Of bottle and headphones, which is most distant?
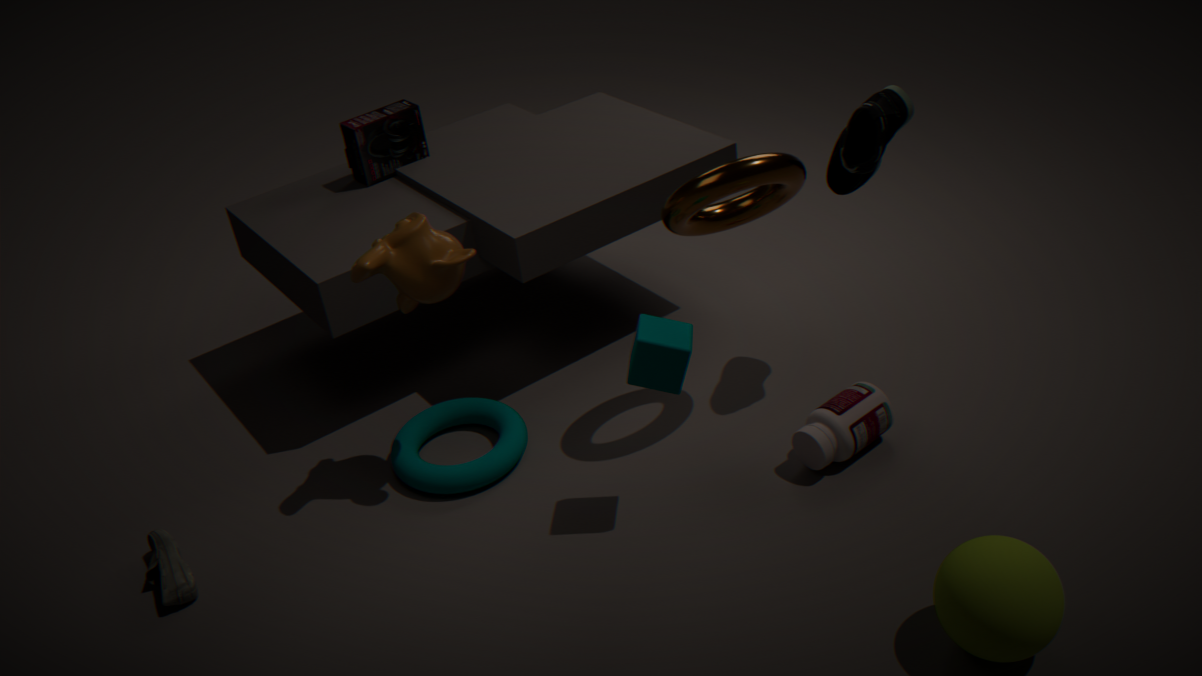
headphones
